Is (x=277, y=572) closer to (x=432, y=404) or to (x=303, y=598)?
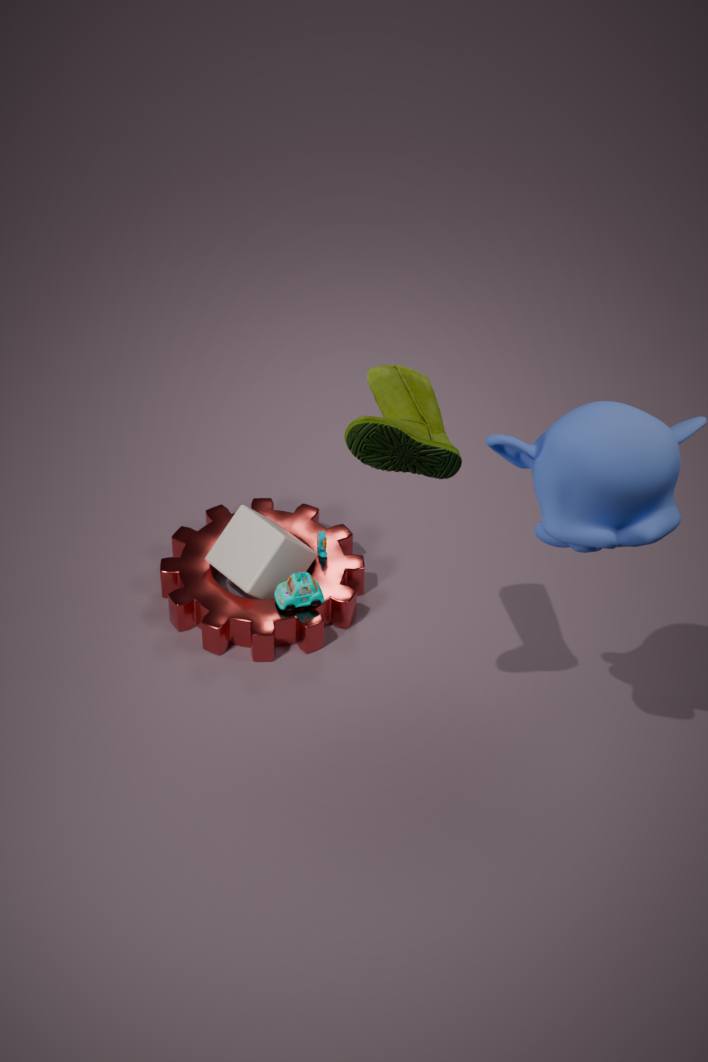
(x=303, y=598)
